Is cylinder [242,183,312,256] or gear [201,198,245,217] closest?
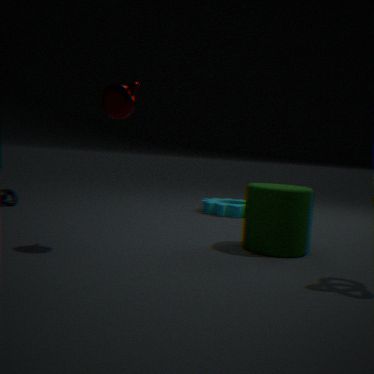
cylinder [242,183,312,256]
